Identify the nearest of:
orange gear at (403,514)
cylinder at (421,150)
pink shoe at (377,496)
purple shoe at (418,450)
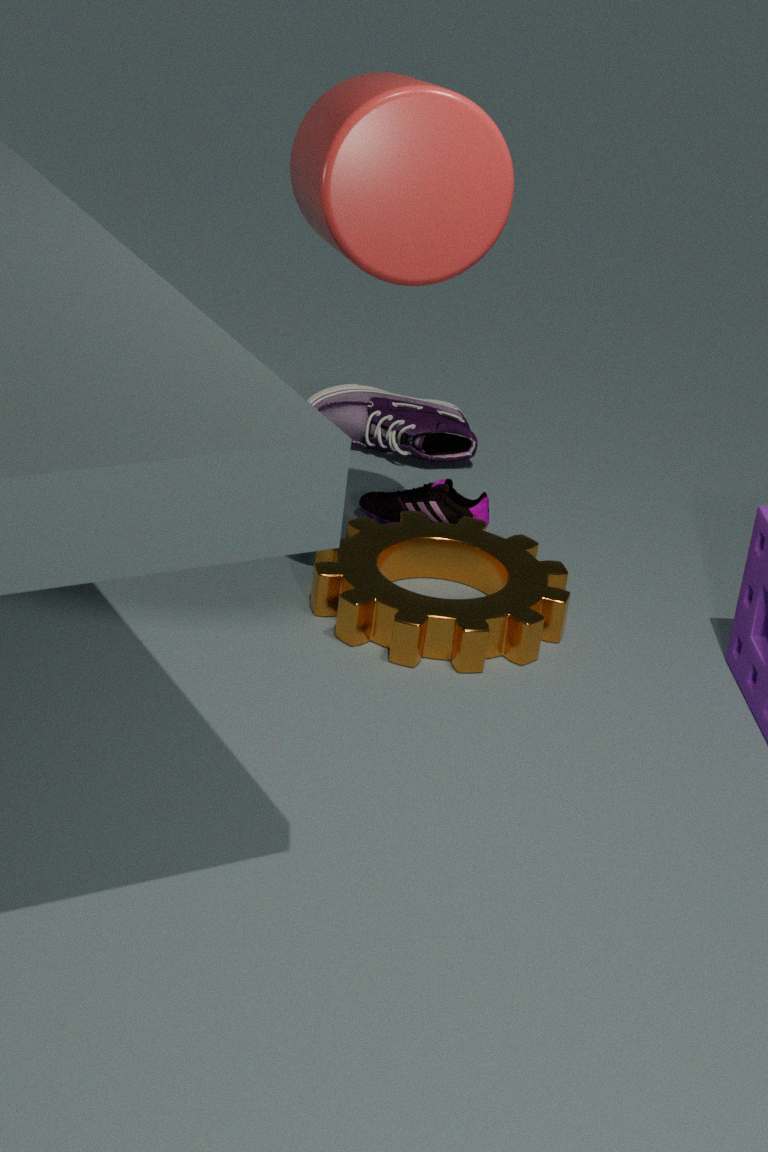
cylinder at (421,150)
